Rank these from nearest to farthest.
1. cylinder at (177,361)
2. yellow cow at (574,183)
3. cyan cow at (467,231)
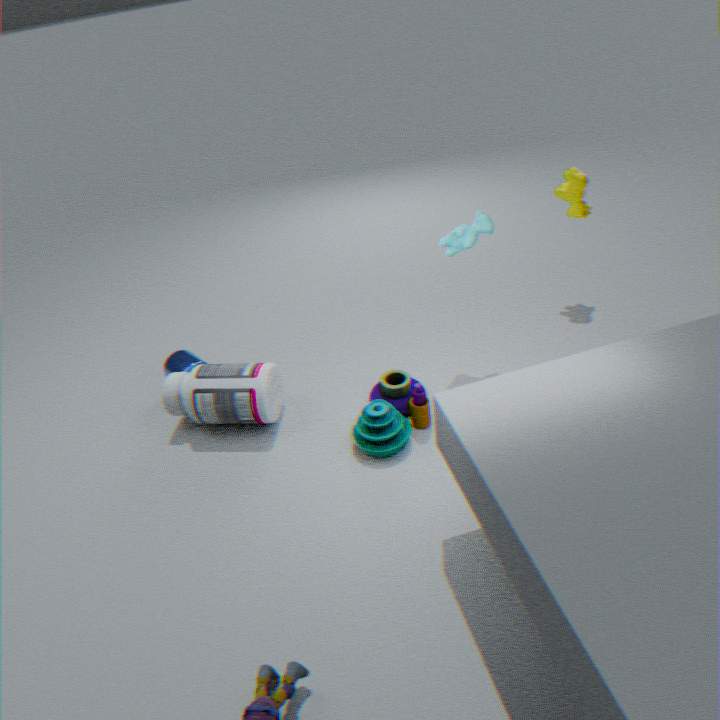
1. cyan cow at (467,231)
2. cylinder at (177,361)
3. yellow cow at (574,183)
